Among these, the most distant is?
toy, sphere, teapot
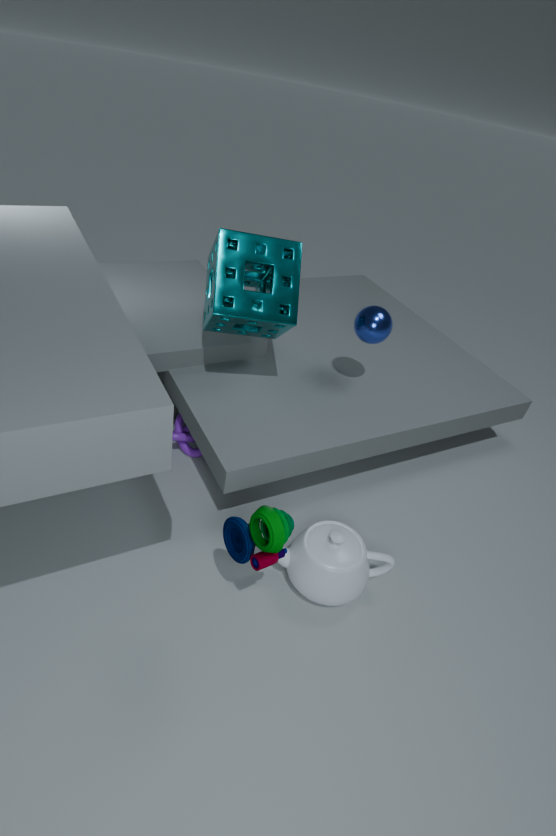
sphere
